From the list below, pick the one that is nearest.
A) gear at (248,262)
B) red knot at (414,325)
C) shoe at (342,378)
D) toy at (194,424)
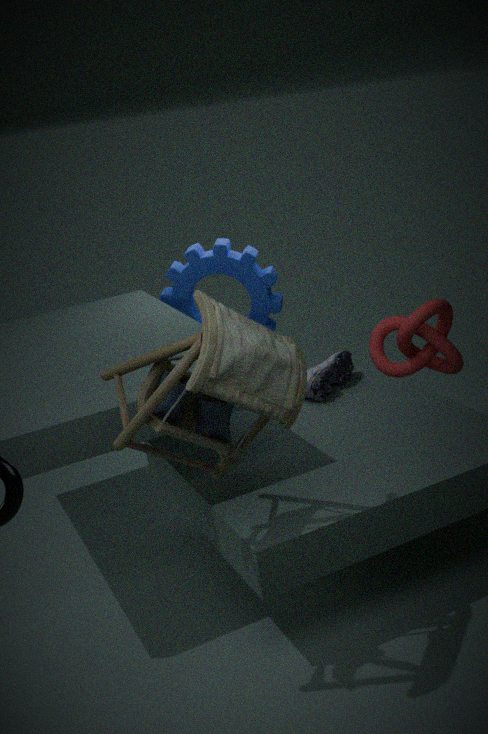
toy at (194,424)
